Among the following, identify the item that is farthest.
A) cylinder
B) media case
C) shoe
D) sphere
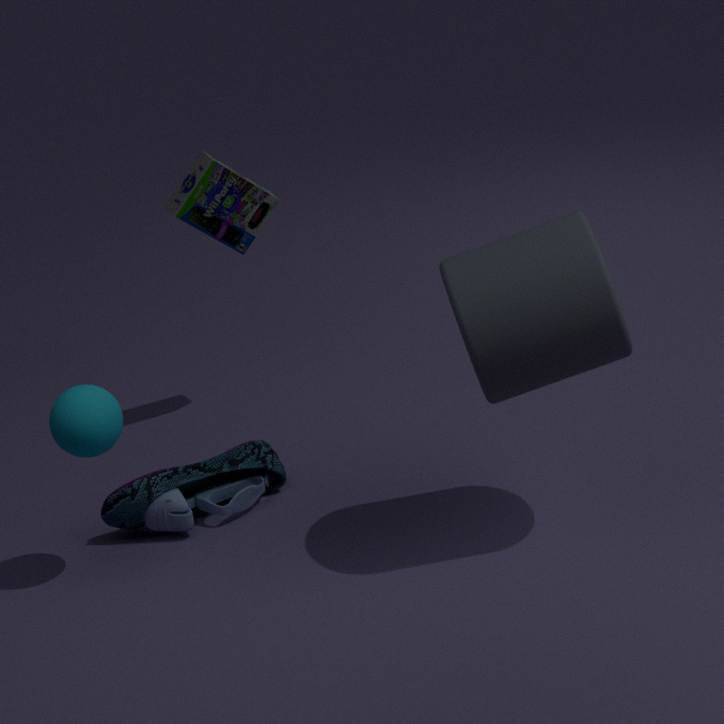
media case
